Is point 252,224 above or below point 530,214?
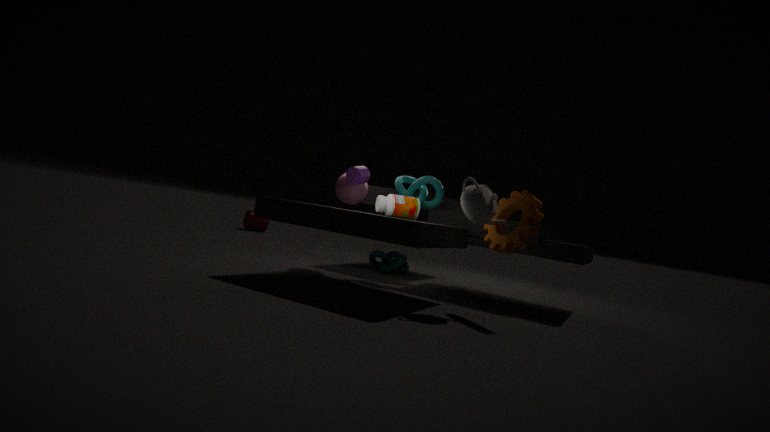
below
